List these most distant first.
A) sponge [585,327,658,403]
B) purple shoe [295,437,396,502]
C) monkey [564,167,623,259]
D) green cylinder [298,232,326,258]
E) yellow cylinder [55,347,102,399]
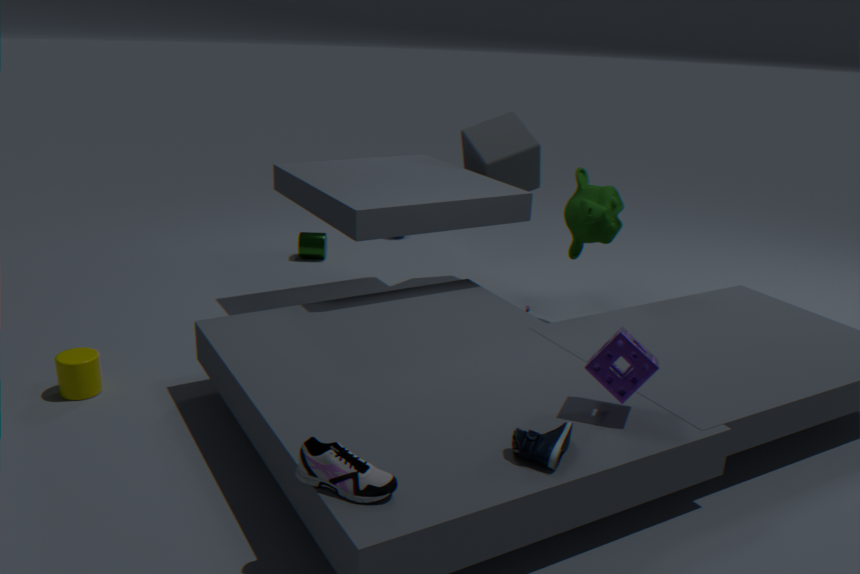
green cylinder [298,232,326,258] < monkey [564,167,623,259] < yellow cylinder [55,347,102,399] < sponge [585,327,658,403] < purple shoe [295,437,396,502]
